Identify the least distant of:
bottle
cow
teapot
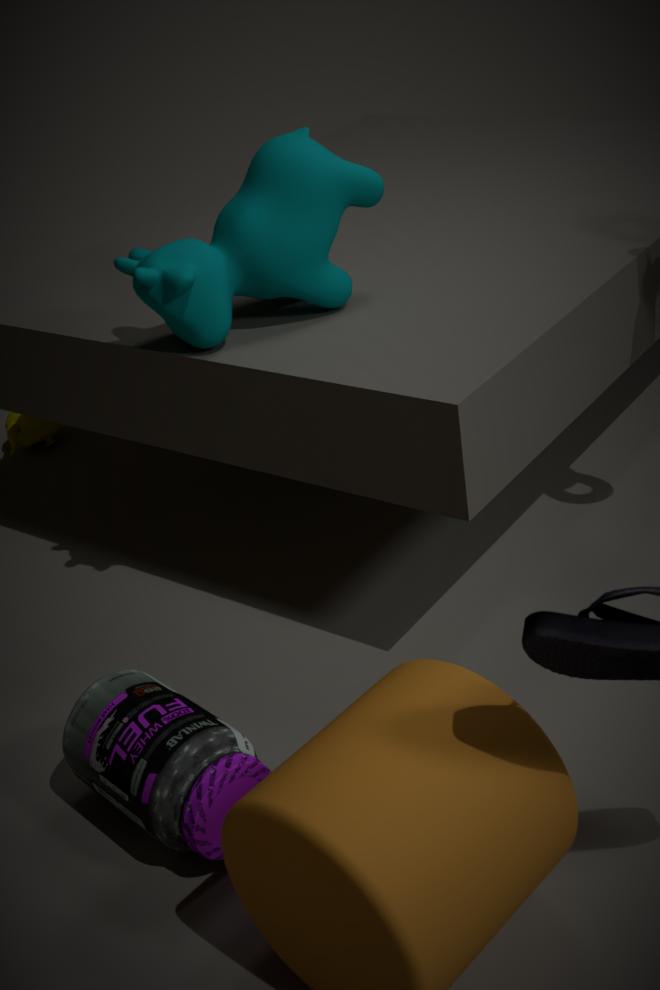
bottle
